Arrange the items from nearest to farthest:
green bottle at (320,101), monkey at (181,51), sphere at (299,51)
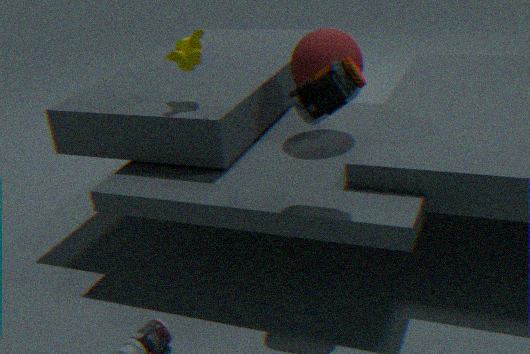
green bottle at (320,101), monkey at (181,51), sphere at (299,51)
